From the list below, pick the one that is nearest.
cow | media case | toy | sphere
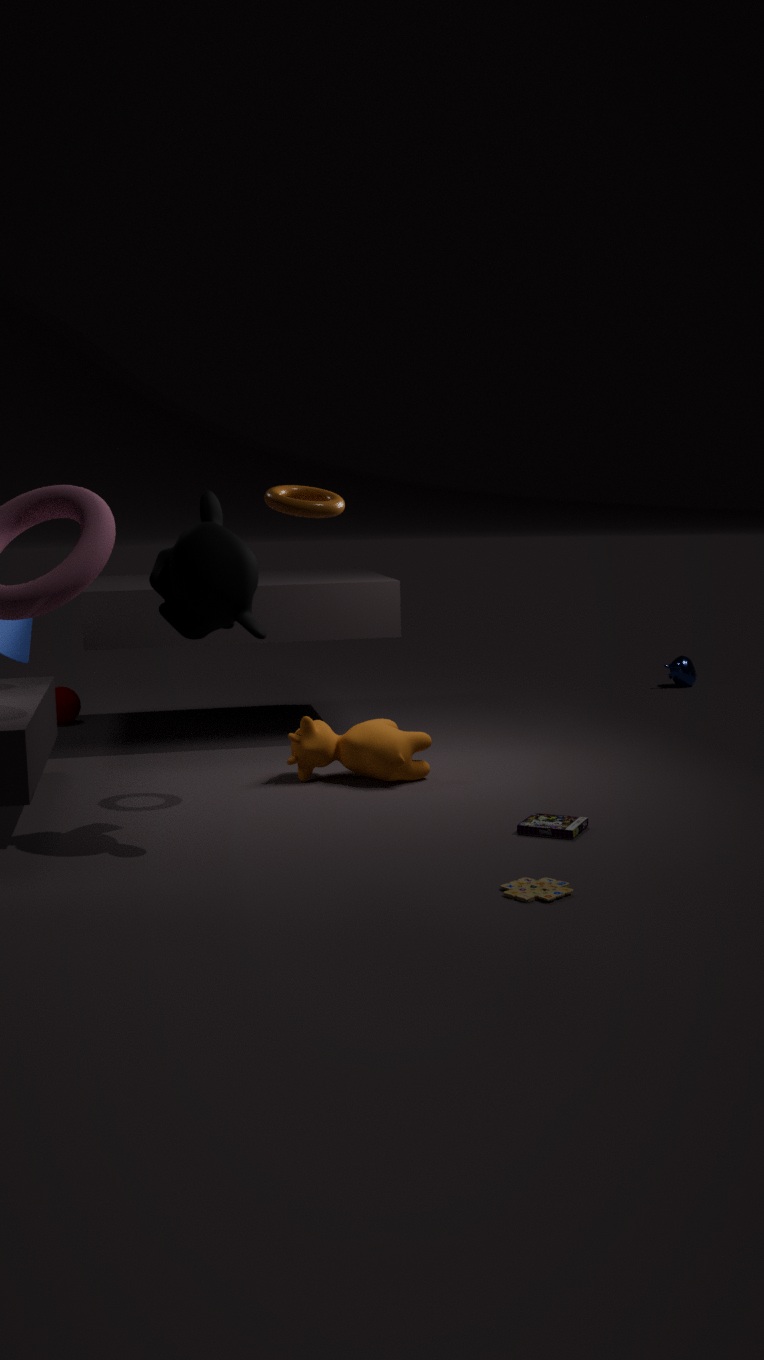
toy
